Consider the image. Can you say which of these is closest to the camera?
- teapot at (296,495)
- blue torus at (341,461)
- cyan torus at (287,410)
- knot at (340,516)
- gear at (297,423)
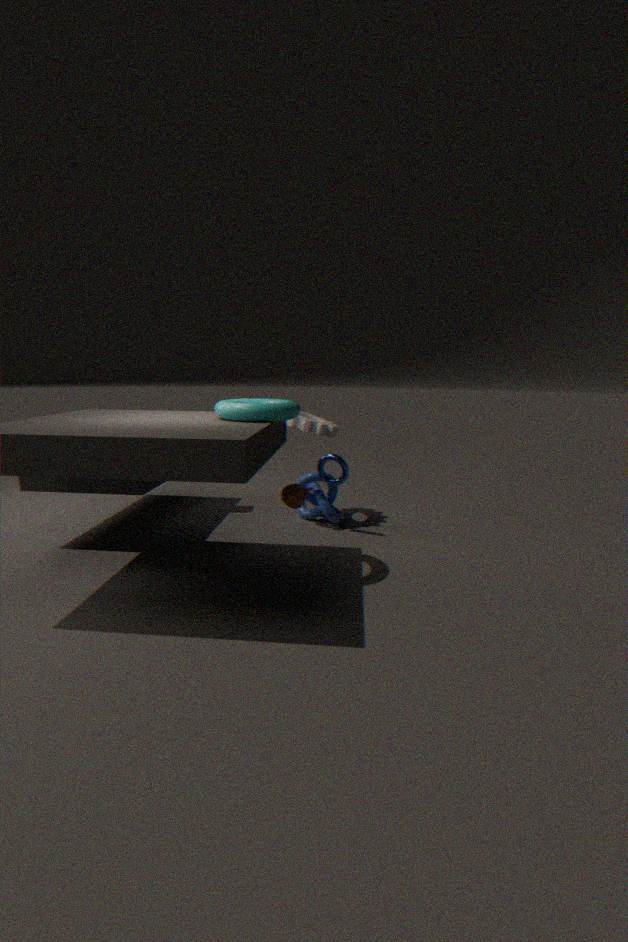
cyan torus at (287,410)
